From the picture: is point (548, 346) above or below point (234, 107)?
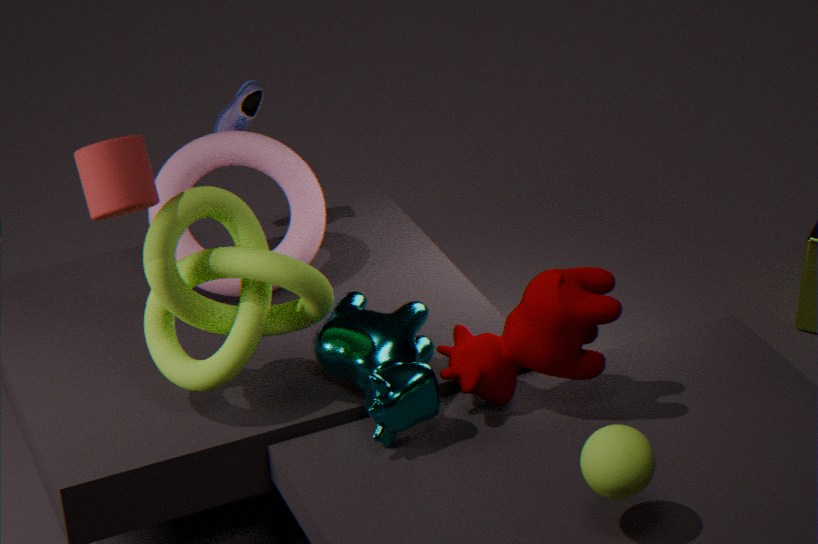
below
